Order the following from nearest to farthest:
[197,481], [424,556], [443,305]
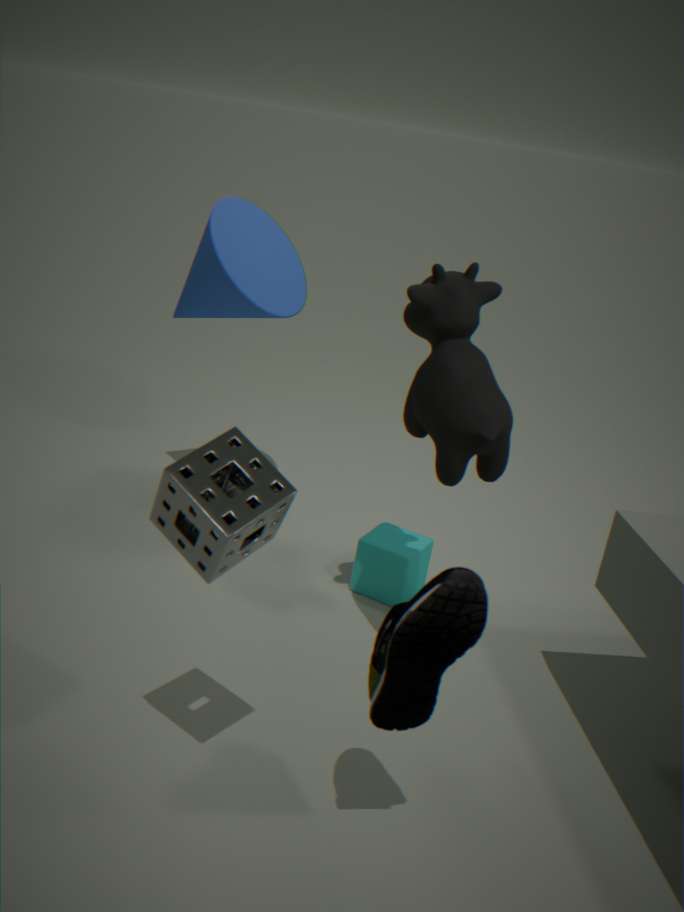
[197,481]
[443,305]
[424,556]
